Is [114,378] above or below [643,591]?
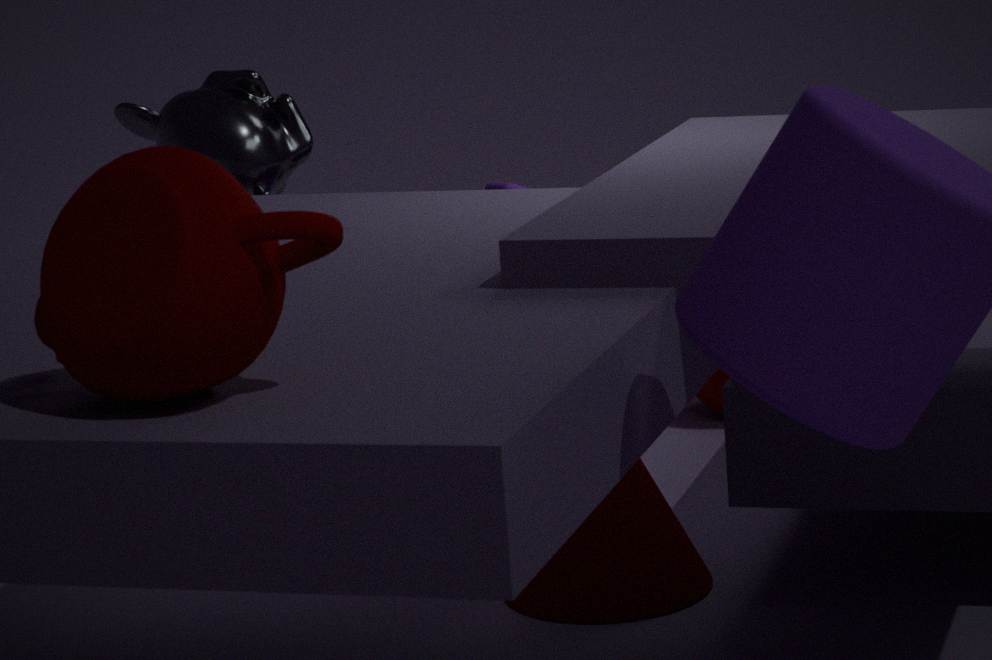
above
